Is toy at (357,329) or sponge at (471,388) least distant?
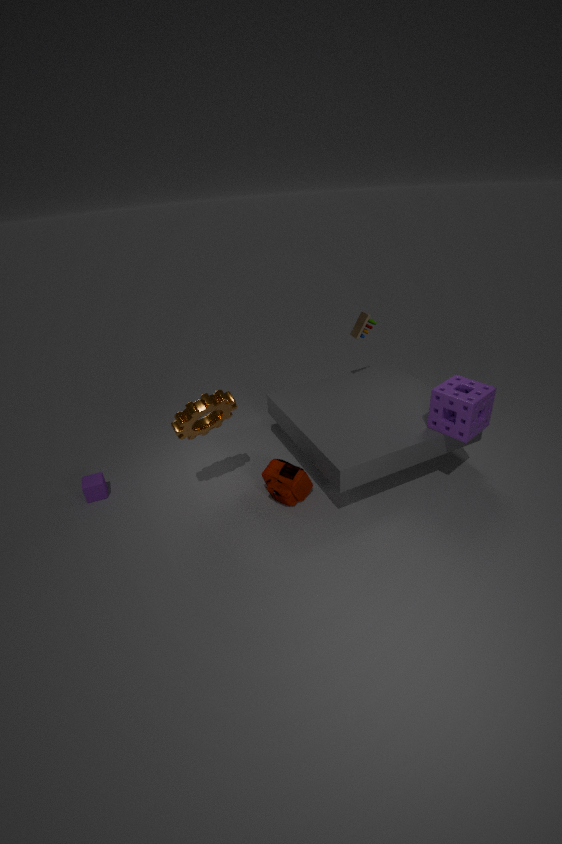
sponge at (471,388)
